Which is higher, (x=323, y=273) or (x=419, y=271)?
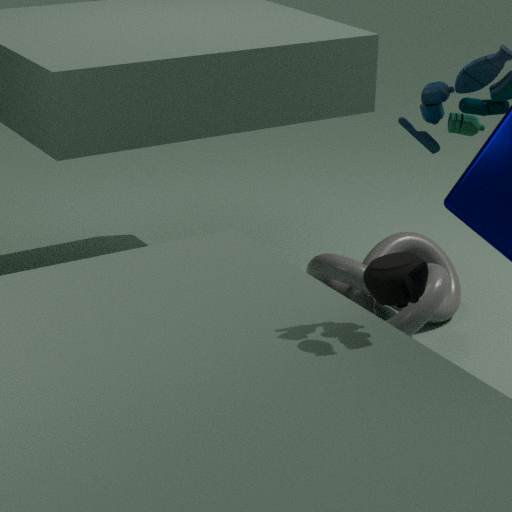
(x=419, y=271)
